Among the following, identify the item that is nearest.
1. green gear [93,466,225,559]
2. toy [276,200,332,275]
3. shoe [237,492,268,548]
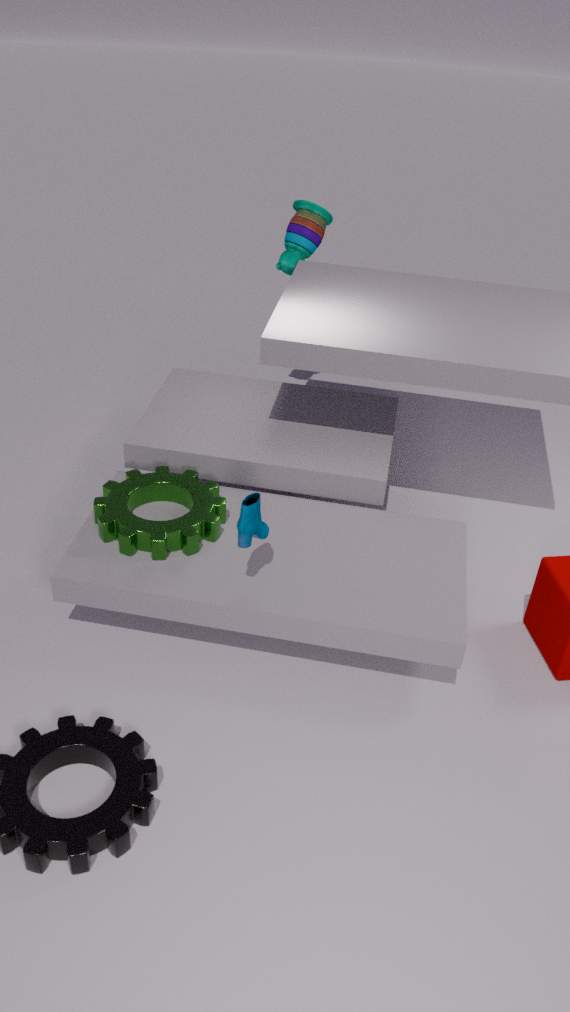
shoe [237,492,268,548]
